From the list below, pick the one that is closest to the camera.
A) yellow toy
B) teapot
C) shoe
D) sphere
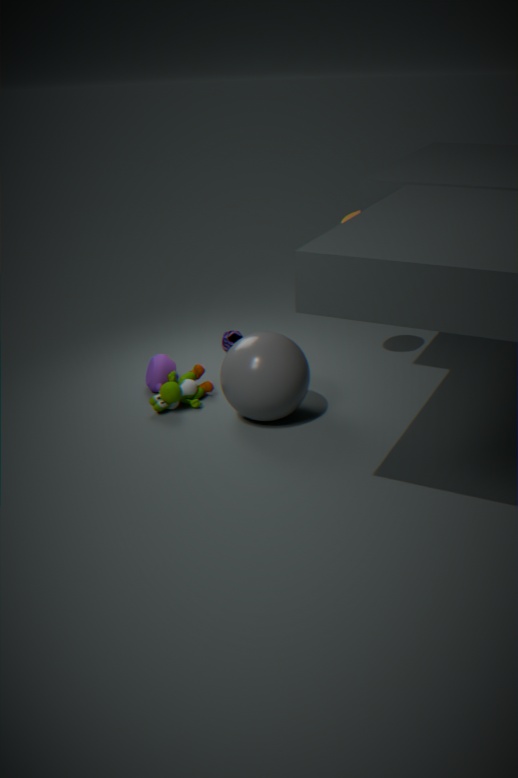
sphere
